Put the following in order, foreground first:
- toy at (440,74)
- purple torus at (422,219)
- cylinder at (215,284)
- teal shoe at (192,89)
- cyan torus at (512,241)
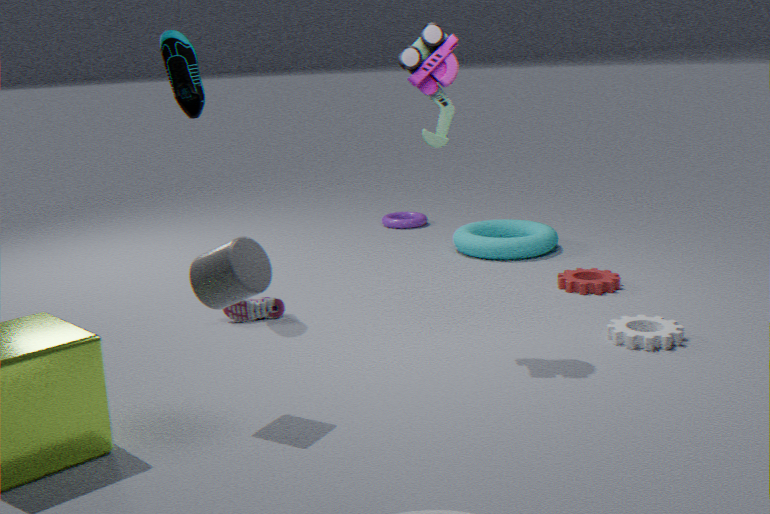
cylinder at (215,284), toy at (440,74), teal shoe at (192,89), cyan torus at (512,241), purple torus at (422,219)
